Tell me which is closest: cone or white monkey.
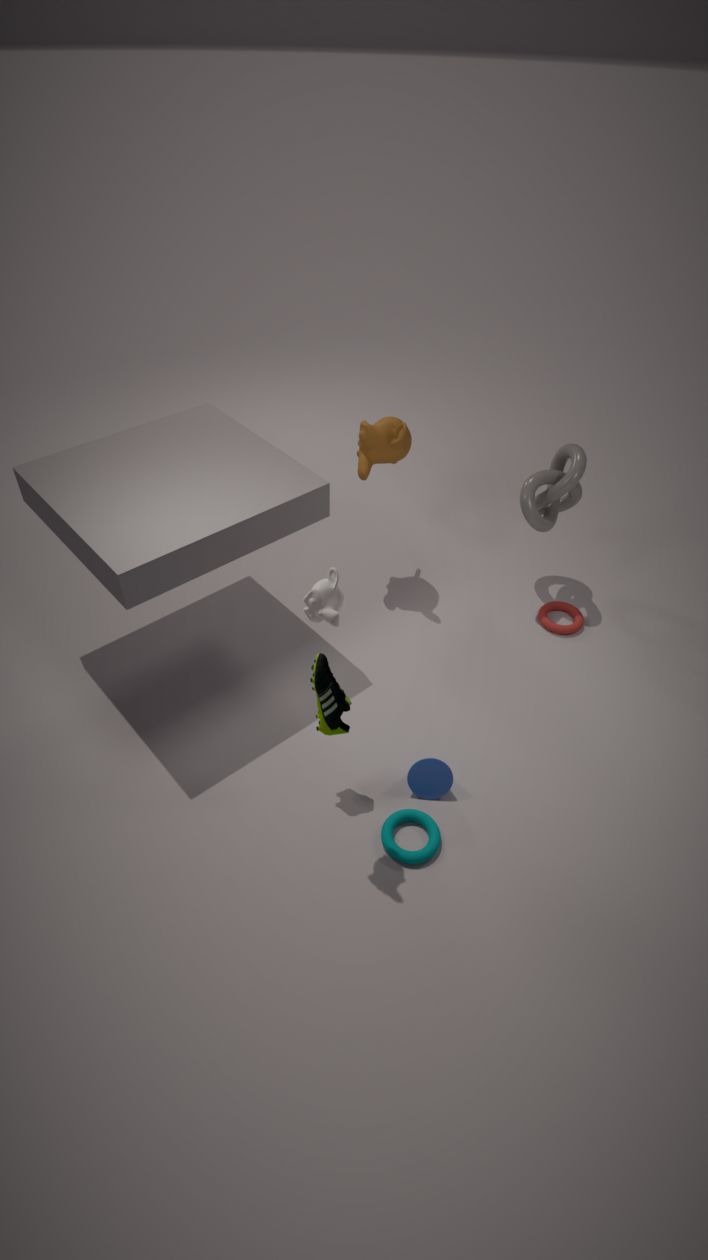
white monkey
